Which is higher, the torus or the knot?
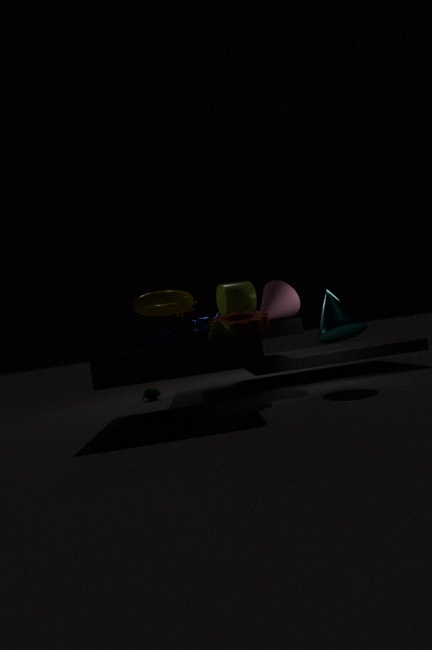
the torus
